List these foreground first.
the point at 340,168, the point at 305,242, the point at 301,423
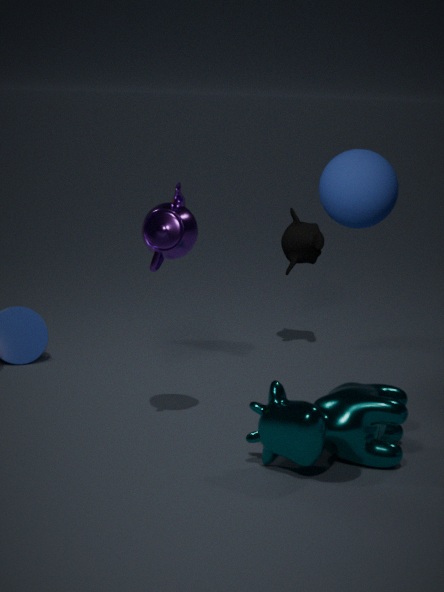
the point at 340,168 < the point at 301,423 < the point at 305,242
